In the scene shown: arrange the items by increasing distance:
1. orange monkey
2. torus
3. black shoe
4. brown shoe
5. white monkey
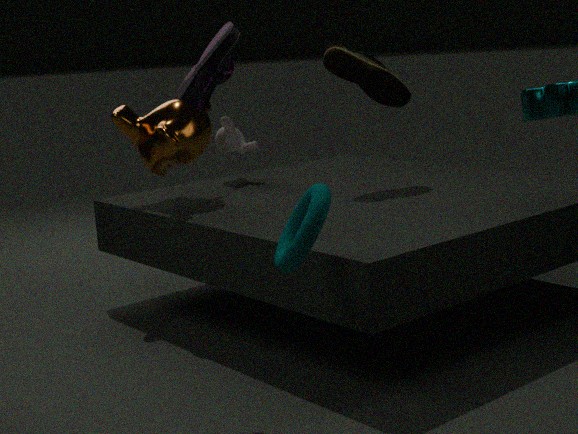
1. torus
2. black shoe
3. orange monkey
4. brown shoe
5. white monkey
